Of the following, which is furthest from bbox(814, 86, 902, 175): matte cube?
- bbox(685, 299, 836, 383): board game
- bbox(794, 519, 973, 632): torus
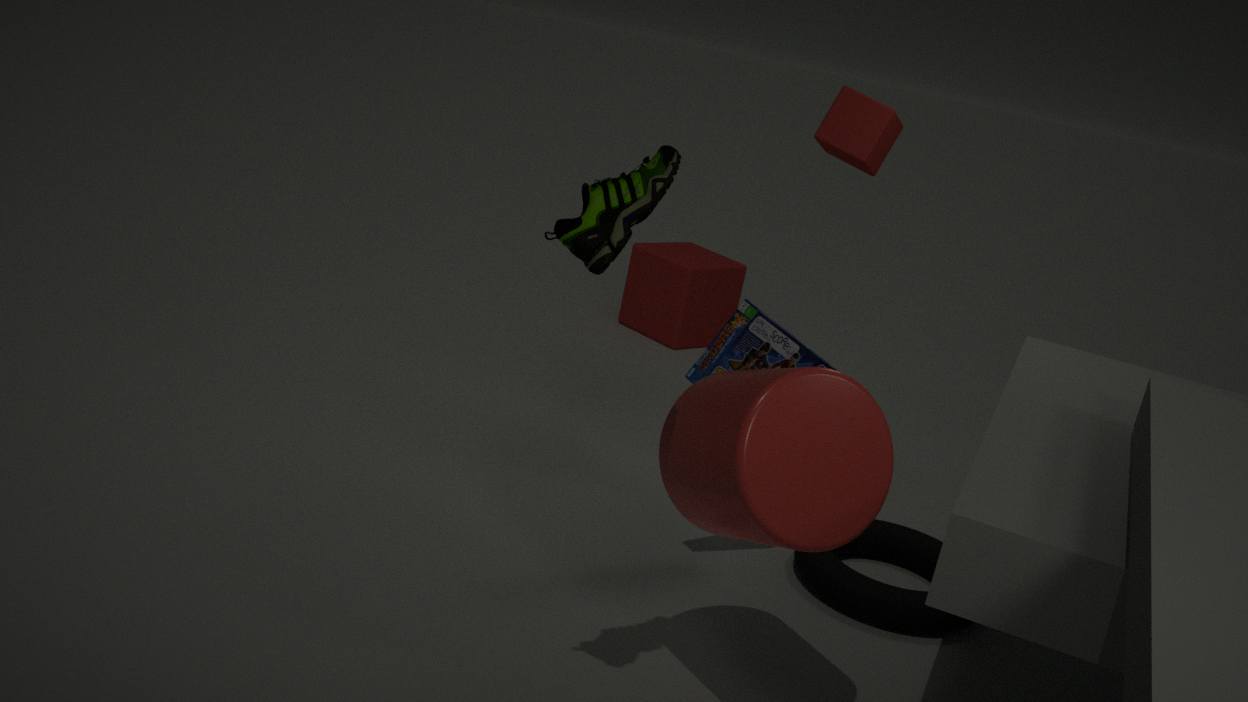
bbox(794, 519, 973, 632): torus
